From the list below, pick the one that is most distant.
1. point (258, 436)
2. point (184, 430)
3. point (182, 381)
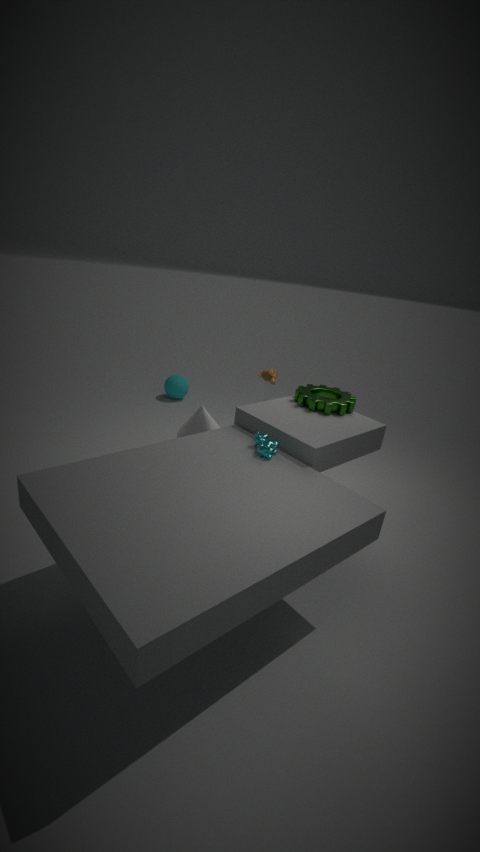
point (182, 381)
